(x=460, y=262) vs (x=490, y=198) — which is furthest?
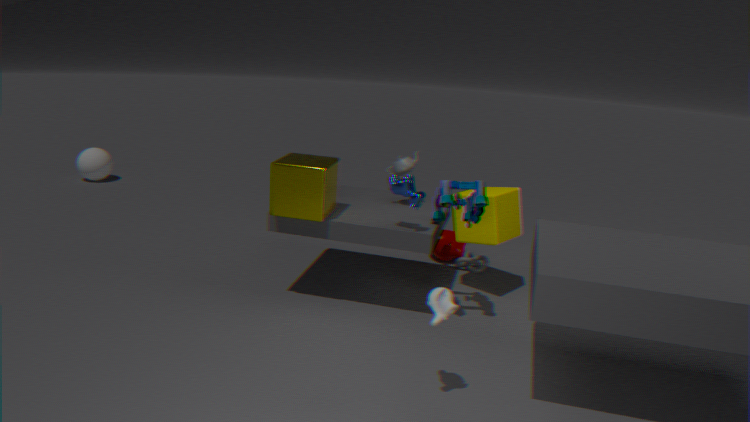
(x=460, y=262)
